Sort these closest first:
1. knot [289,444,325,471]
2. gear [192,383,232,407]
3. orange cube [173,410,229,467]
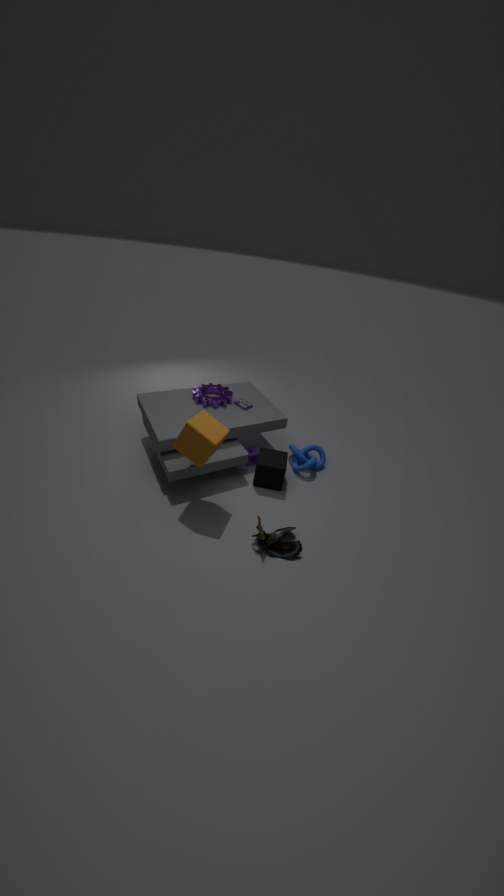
orange cube [173,410,229,467]
knot [289,444,325,471]
gear [192,383,232,407]
